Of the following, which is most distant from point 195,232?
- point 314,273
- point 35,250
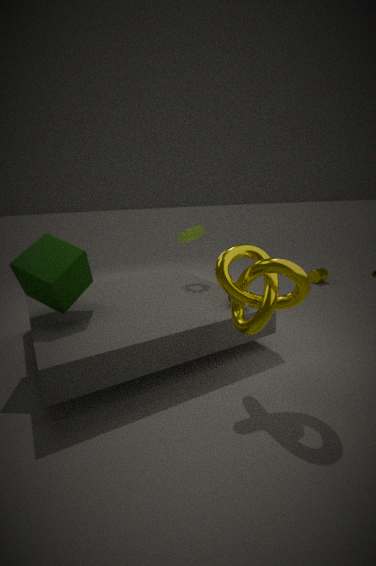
point 314,273
